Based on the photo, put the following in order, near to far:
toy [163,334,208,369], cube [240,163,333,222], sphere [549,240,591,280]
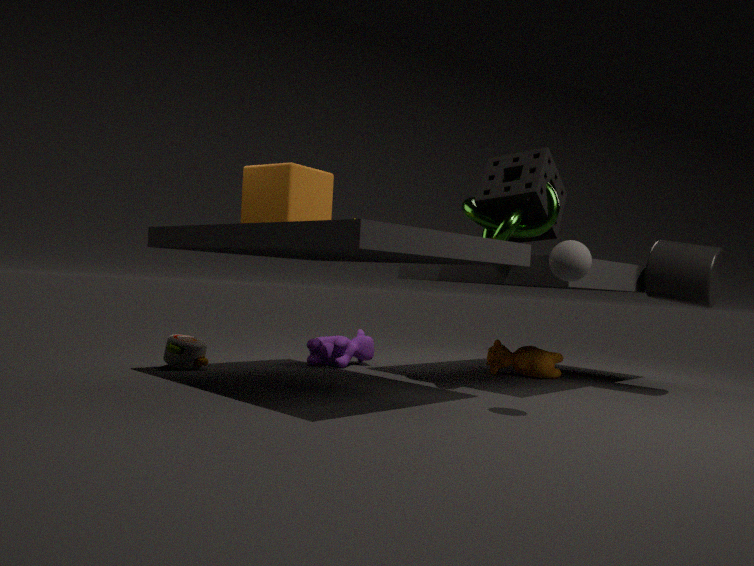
1. sphere [549,240,591,280]
2. cube [240,163,333,222]
3. toy [163,334,208,369]
